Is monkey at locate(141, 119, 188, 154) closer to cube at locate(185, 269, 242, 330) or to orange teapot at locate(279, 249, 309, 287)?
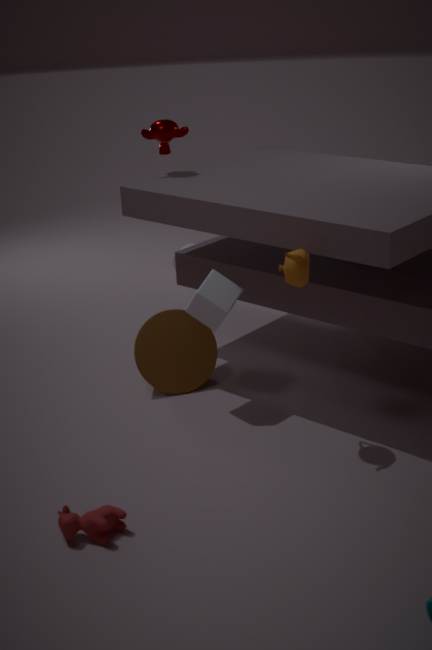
cube at locate(185, 269, 242, 330)
